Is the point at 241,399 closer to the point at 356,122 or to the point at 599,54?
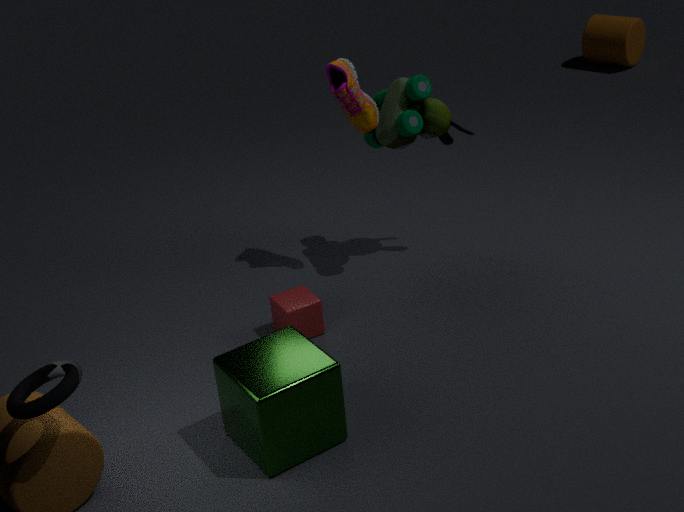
the point at 356,122
